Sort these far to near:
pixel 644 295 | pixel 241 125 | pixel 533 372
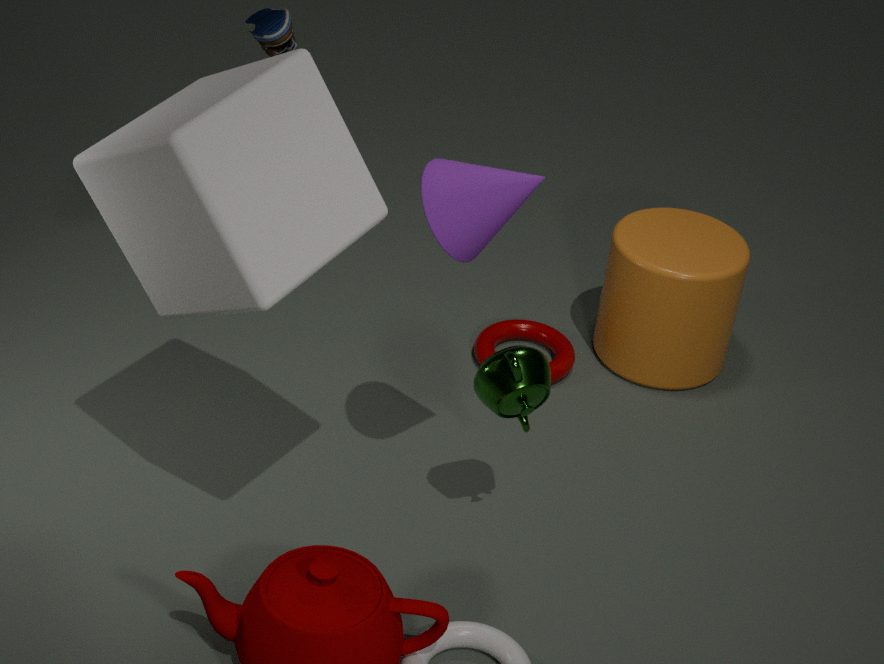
pixel 644 295, pixel 533 372, pixel 241 125
